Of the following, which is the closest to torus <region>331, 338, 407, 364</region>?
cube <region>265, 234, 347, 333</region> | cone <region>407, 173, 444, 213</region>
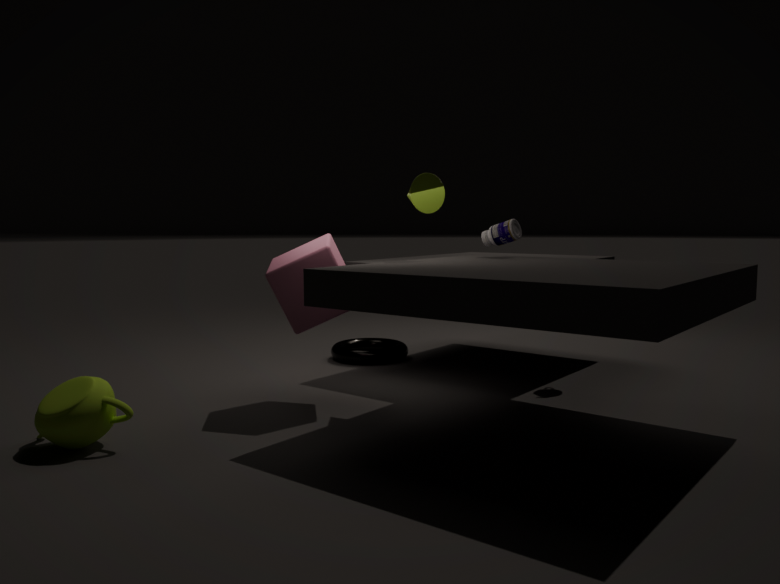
cube <region>265, 234, 347, 333</region>
